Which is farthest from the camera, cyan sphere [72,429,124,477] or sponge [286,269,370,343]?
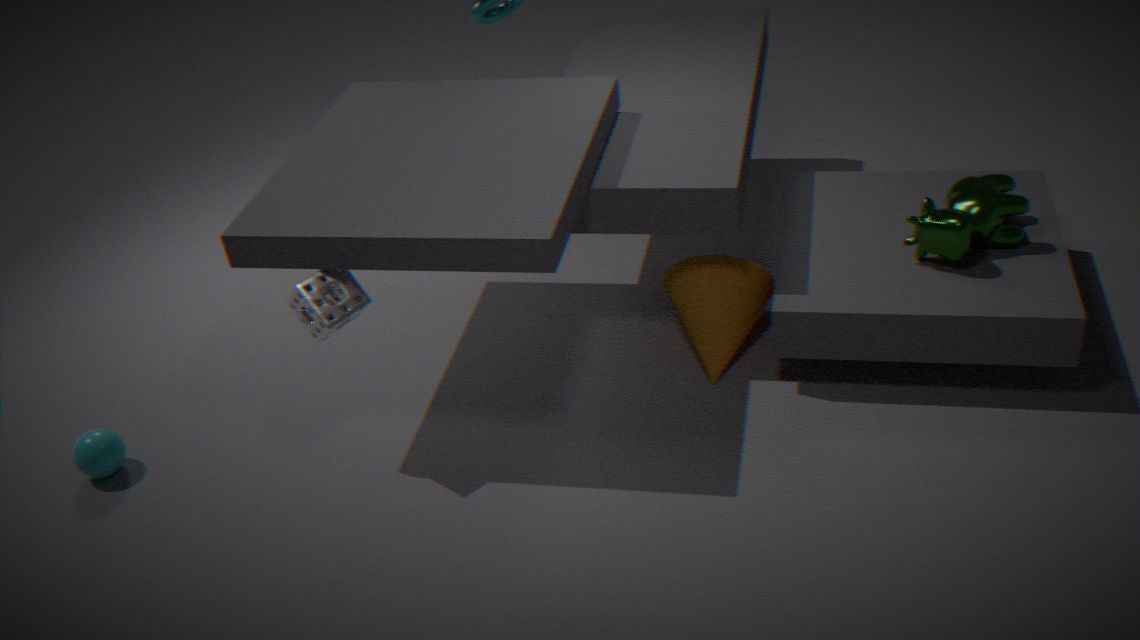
cyan sphere [72,429,124,477]
